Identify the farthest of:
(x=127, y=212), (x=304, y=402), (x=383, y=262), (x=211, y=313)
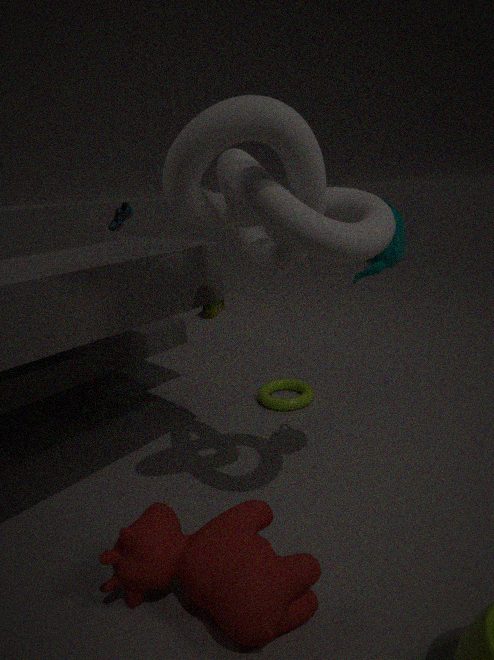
(x=211, y=313)
